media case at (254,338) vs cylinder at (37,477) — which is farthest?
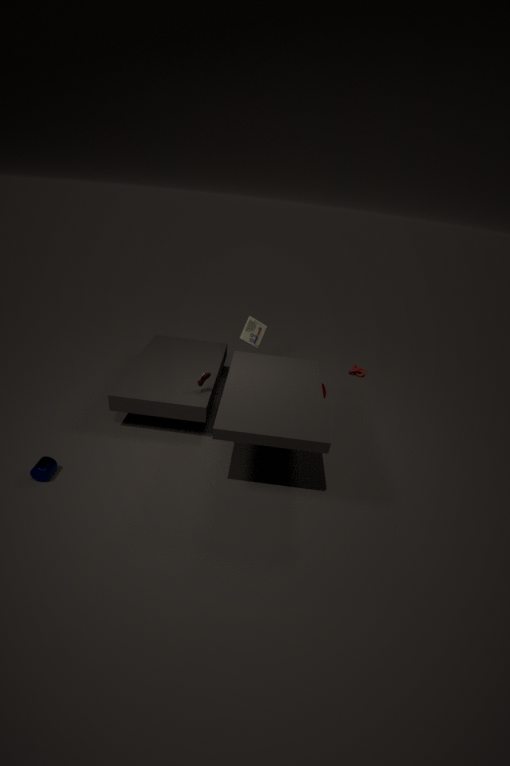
media case at (254,338)
